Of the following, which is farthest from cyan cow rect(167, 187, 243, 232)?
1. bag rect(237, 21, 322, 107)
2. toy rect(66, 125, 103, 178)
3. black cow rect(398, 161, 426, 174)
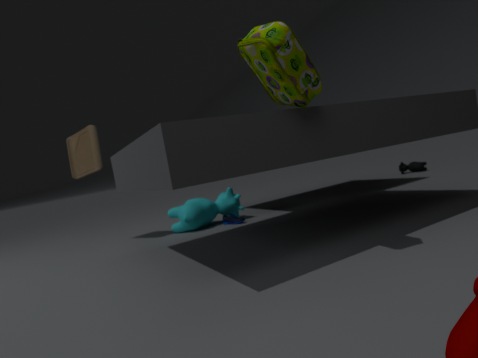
black cow rect(398, 161, 426, 174)
